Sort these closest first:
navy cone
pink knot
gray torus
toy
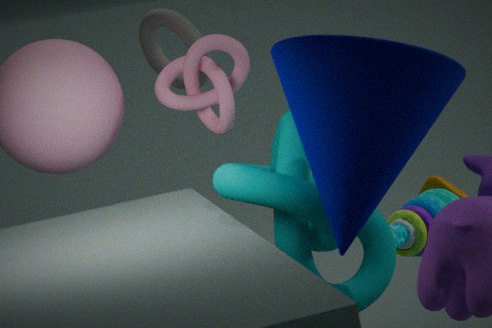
navy cone → pink knot → toy → gray torus
